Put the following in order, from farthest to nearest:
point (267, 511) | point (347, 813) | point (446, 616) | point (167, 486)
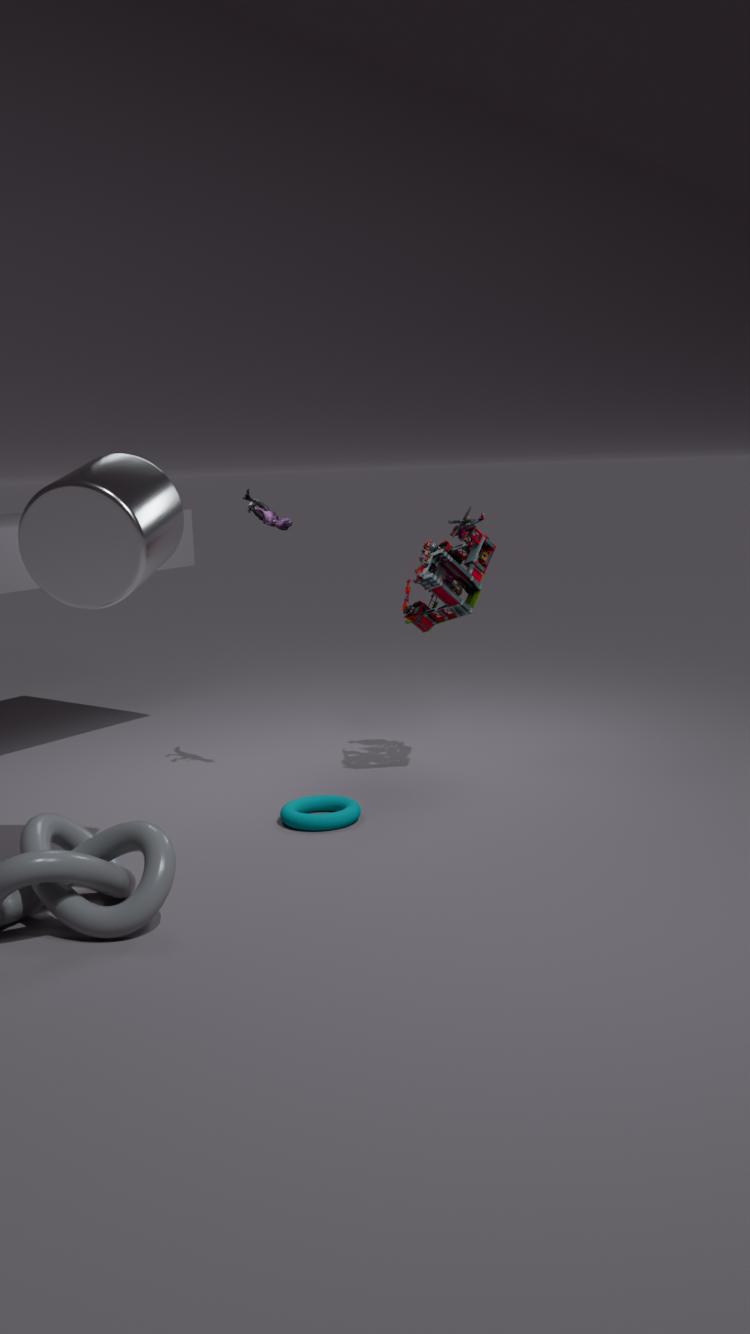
point (446, 616) → point (267, 511) → point (347, 813) → point (167, 486)
